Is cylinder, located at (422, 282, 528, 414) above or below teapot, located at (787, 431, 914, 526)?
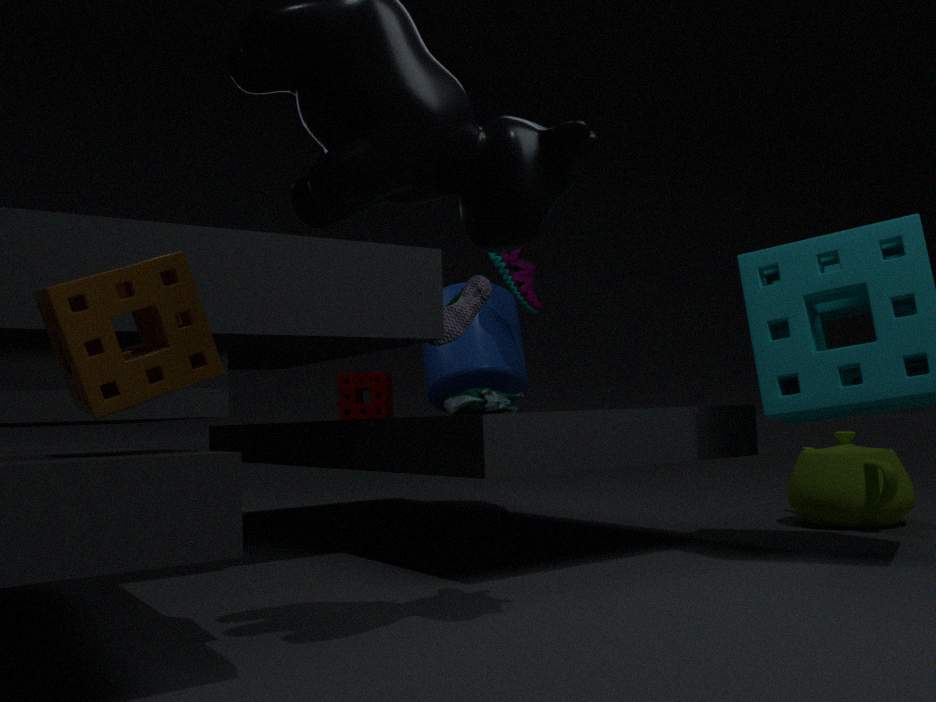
above
